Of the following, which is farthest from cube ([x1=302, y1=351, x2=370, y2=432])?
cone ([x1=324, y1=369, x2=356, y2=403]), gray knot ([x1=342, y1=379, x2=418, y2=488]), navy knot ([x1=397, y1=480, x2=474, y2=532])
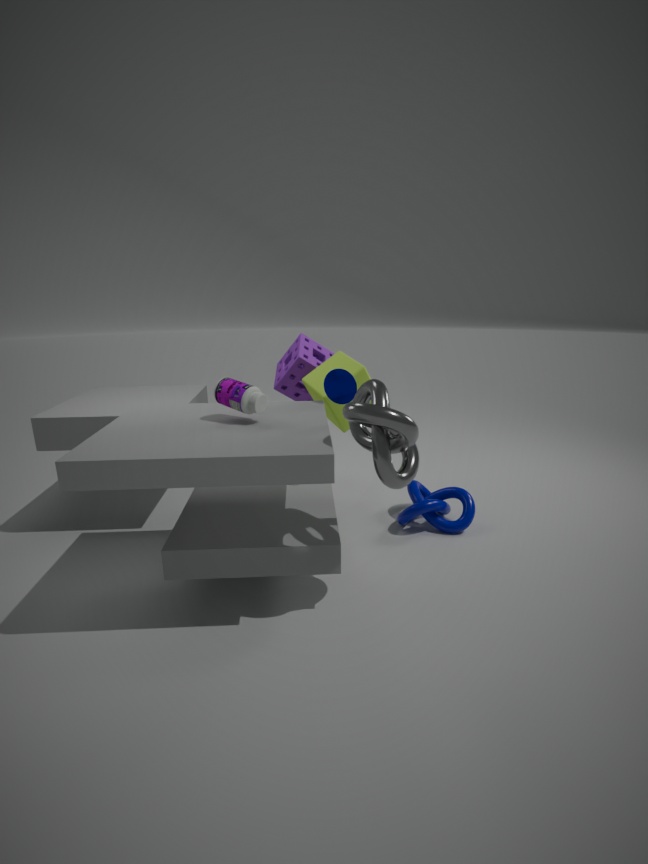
gray knot ([x1=342, y1=379, x2=418, y2=488])
